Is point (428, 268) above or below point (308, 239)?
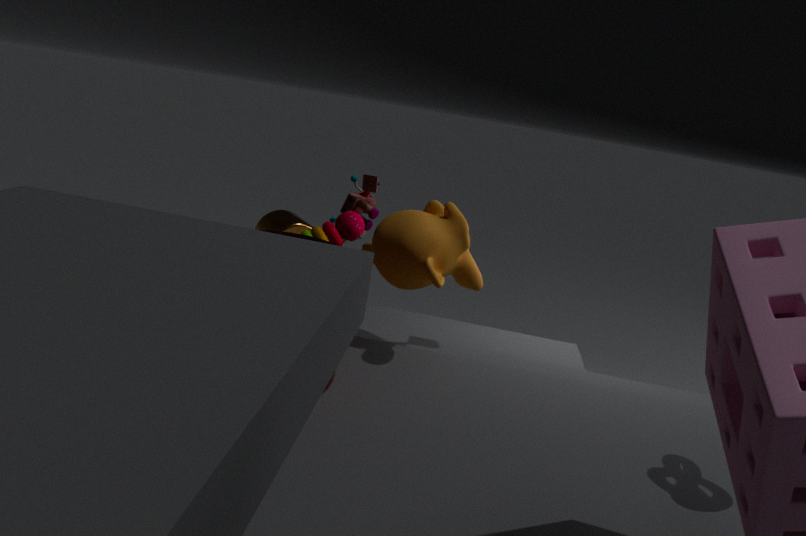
above
